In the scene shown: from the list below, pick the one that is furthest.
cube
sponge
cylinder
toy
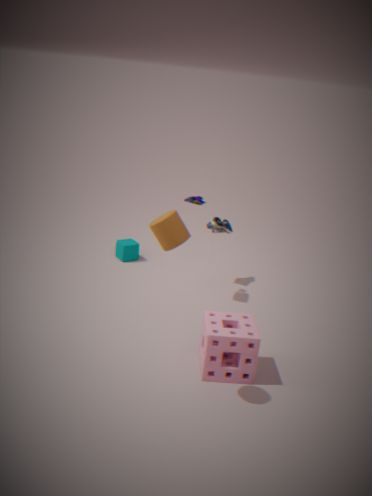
cube
